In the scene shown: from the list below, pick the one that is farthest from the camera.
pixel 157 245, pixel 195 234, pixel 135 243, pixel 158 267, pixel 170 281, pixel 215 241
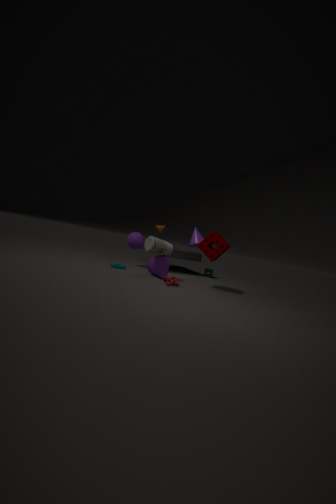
pixel 195 234
